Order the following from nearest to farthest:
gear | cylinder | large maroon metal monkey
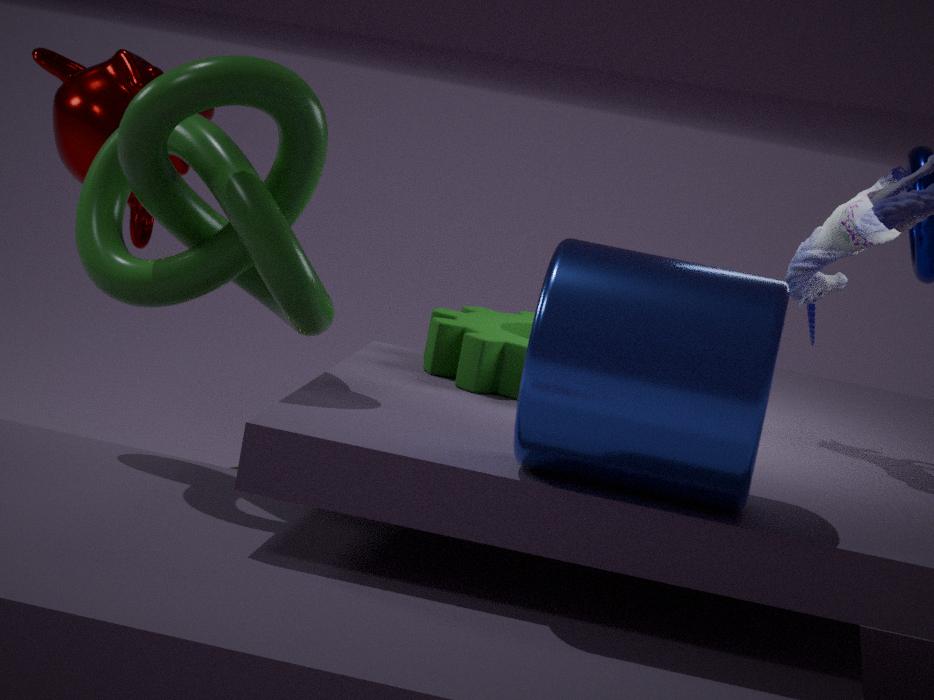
1. cylinder
2. gear
3. large maroon metal monkey
